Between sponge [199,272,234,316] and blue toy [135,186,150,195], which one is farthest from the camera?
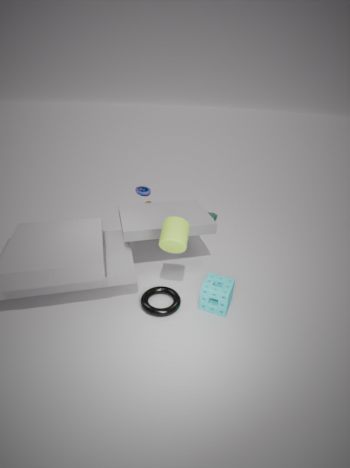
blue toy [135,186,150,195]
